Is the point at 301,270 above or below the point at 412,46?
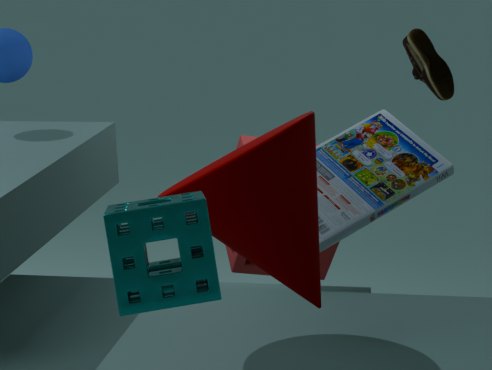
below
